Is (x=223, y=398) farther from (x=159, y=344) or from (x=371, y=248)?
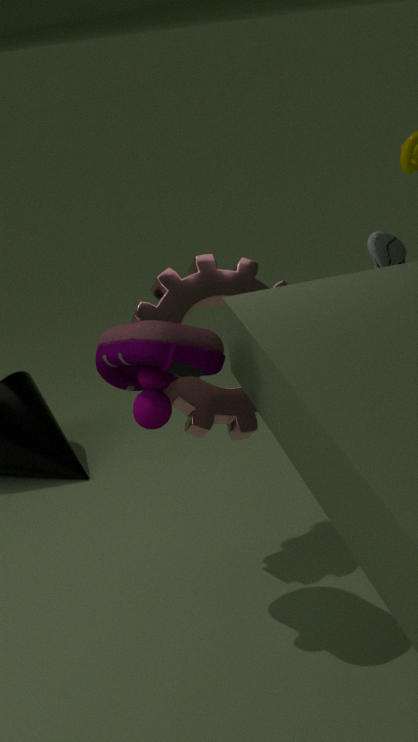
(x=371, y=248)
